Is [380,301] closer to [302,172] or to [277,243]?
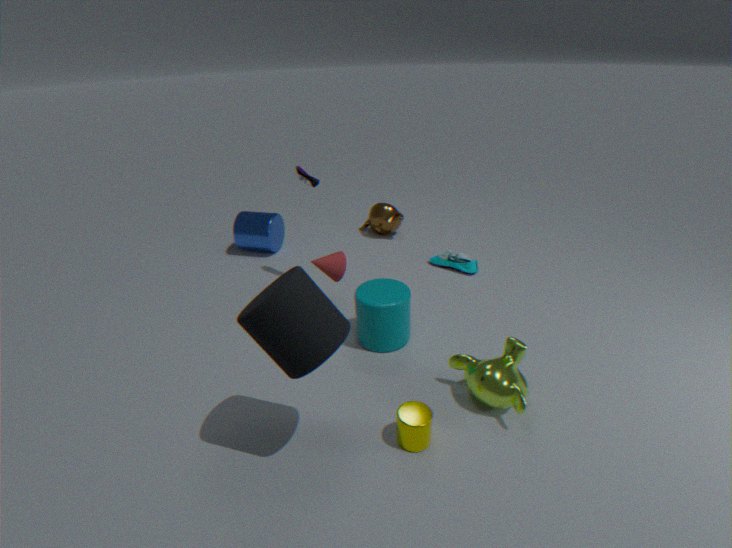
[302,172]
